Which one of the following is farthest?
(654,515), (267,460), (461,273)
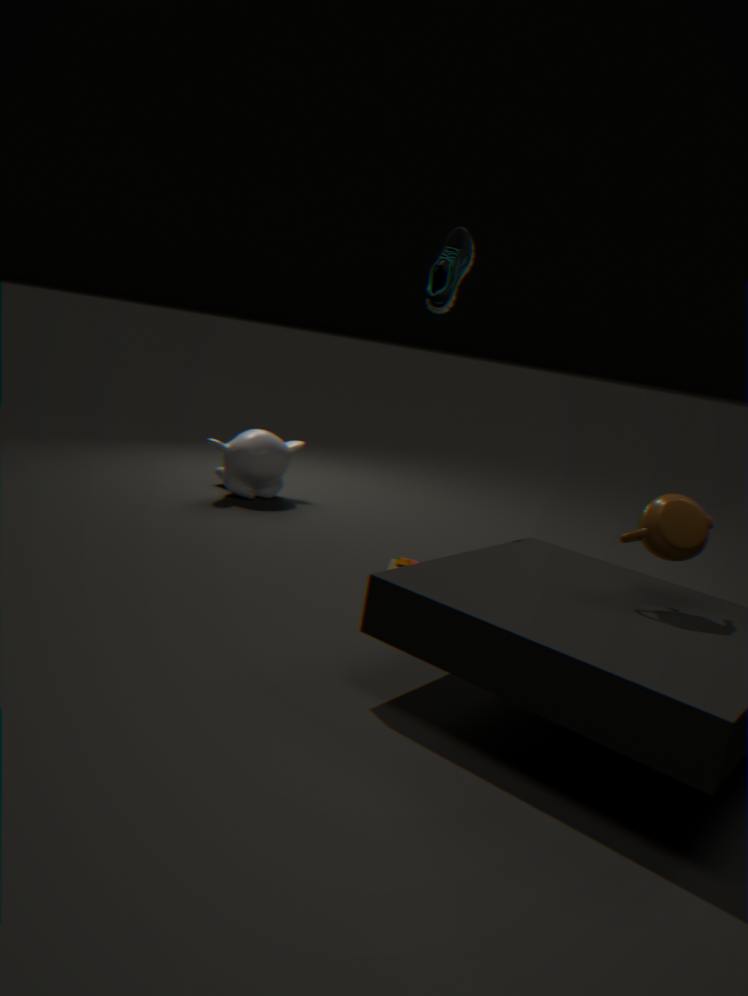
(267,460)
